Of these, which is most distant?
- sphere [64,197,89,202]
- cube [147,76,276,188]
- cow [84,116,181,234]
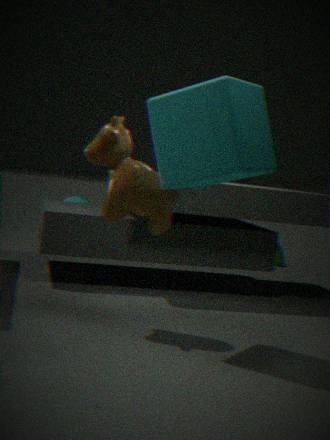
sphere [64,197,89,202]
